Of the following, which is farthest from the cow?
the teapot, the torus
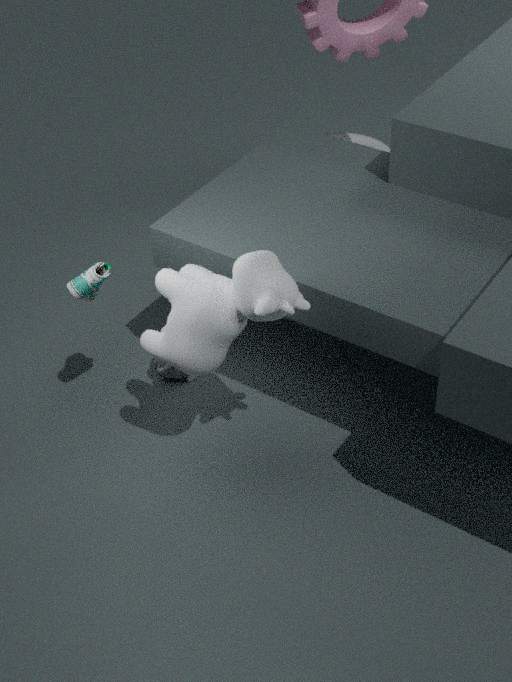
the torus
